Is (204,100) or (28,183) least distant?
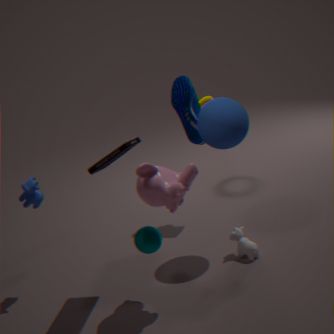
(28,183)
